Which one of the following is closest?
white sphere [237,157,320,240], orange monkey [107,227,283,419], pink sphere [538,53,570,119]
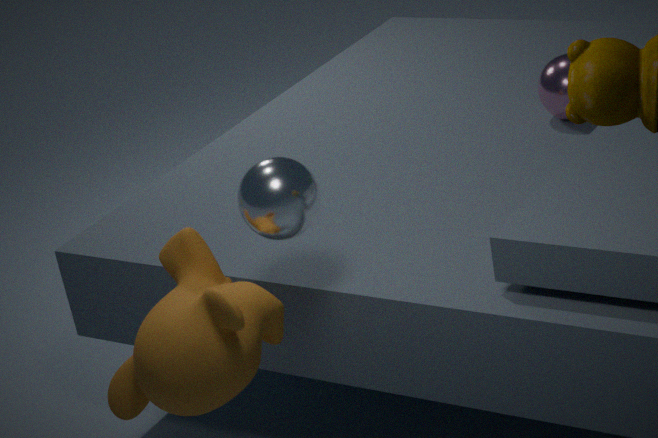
orange monkey [107,227,283,419]
